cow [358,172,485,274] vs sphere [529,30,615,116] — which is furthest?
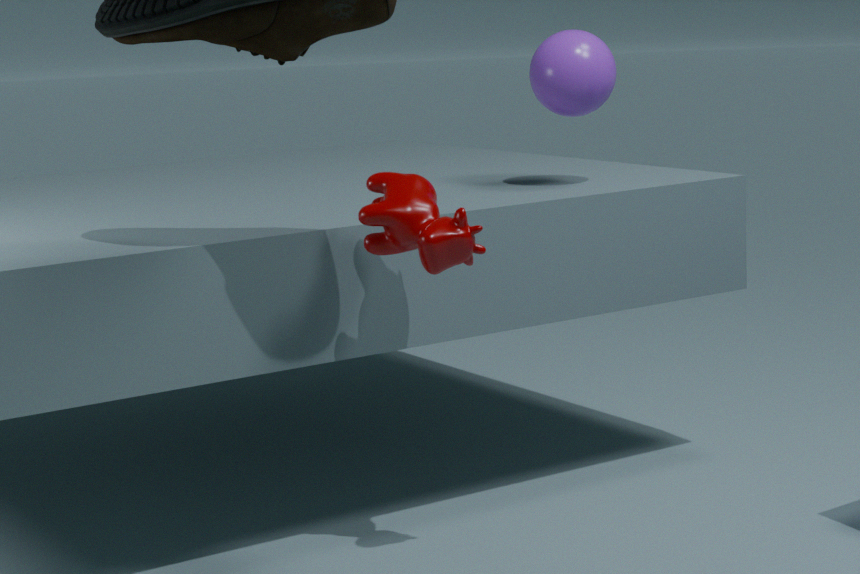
sphere [529,30,615,116]
